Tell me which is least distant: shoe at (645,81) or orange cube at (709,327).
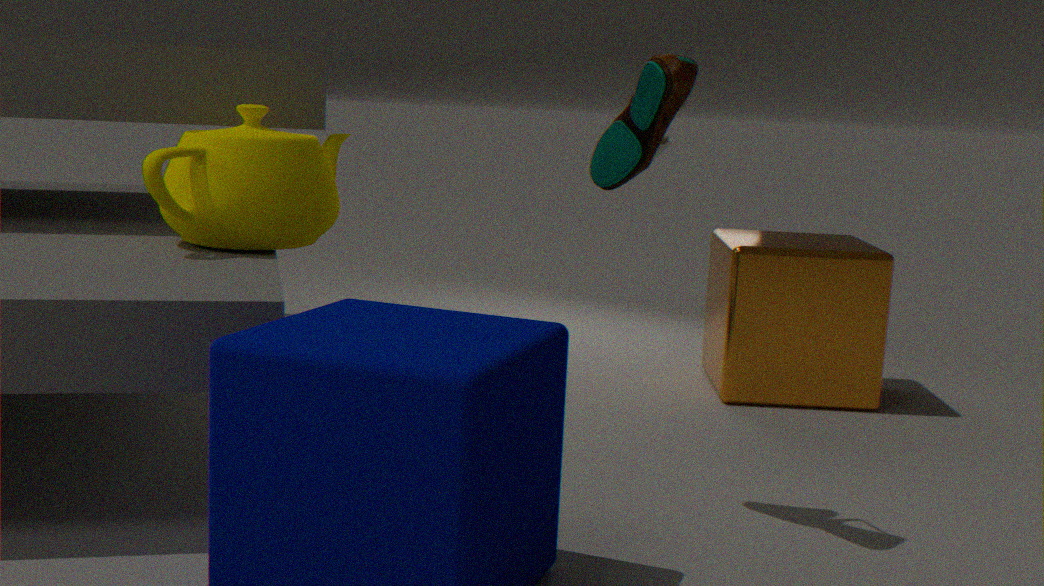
shoe at (645,81)
